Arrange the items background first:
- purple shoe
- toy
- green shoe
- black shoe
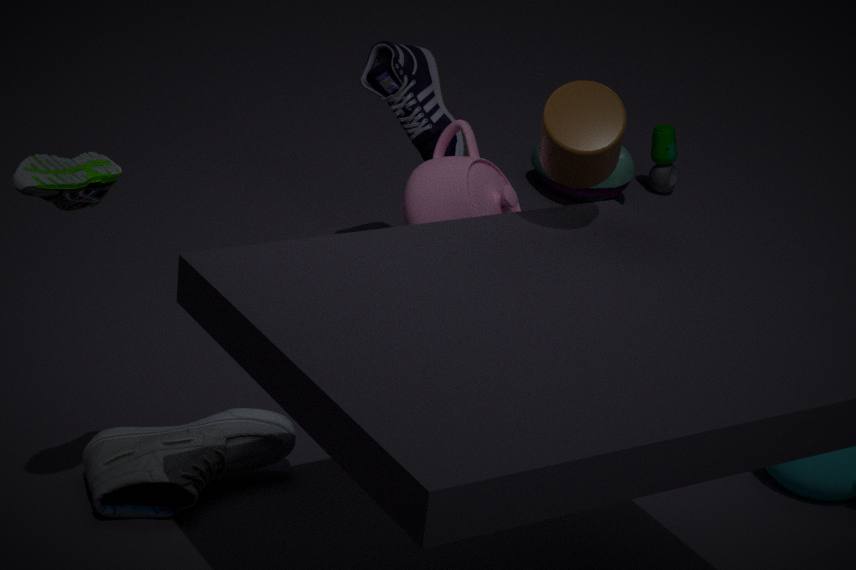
toy < purple shoe < black shoe < green shoe
